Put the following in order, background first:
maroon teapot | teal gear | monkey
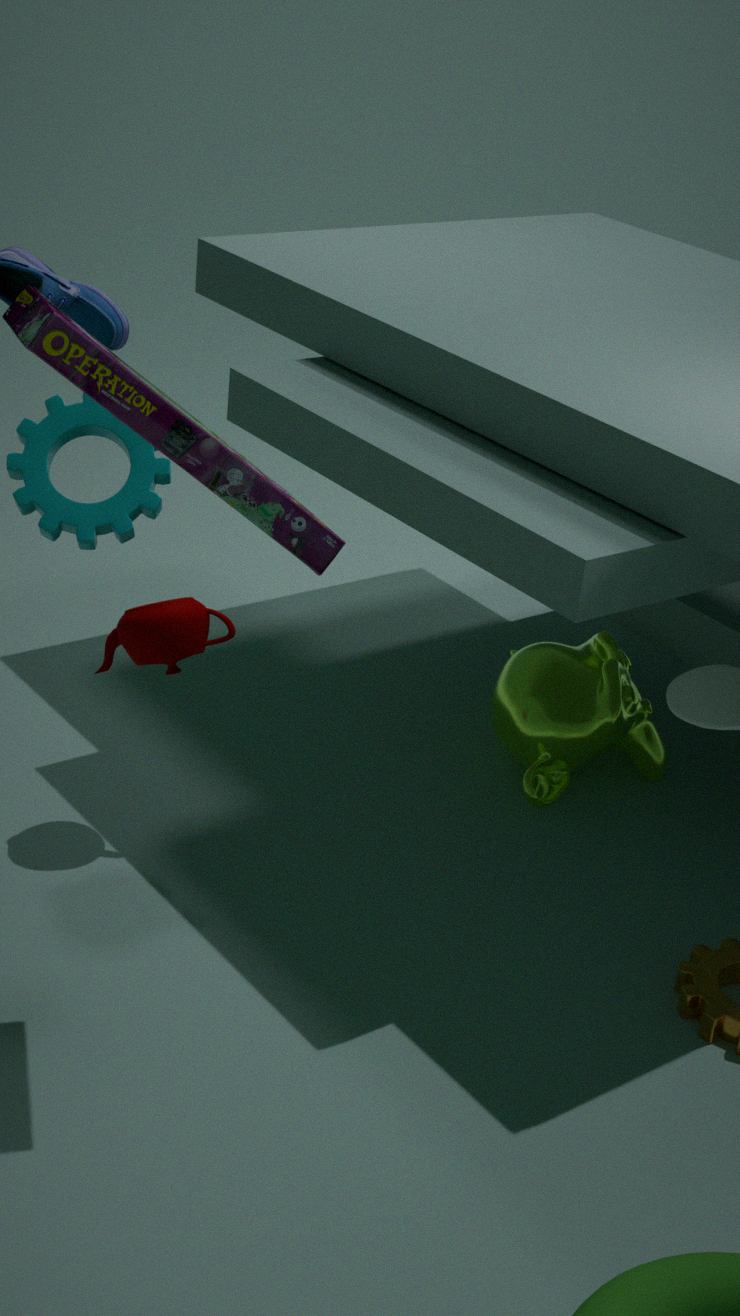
monkey
maroon teapot
teal gear
